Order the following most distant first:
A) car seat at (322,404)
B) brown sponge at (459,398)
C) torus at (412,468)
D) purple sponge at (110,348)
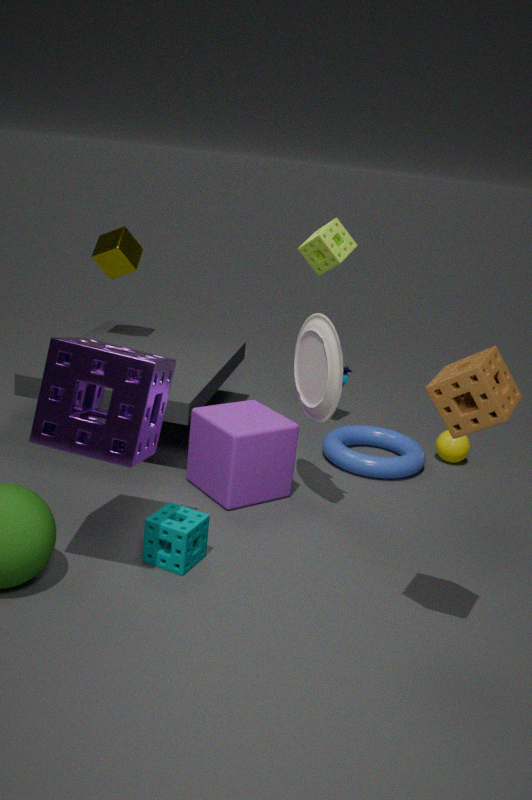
torus at (412,468)
car seat at (322,404)
purple sponge at (110,348)
brown sponge at (459,398)
